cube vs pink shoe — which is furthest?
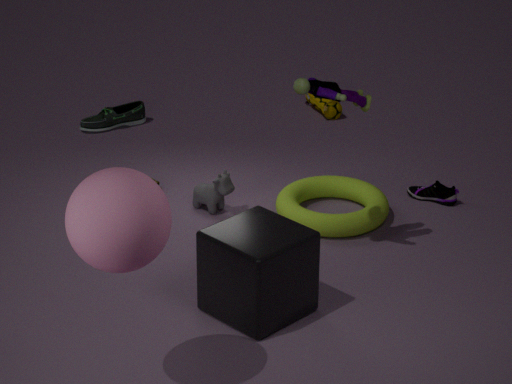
pink shoe
